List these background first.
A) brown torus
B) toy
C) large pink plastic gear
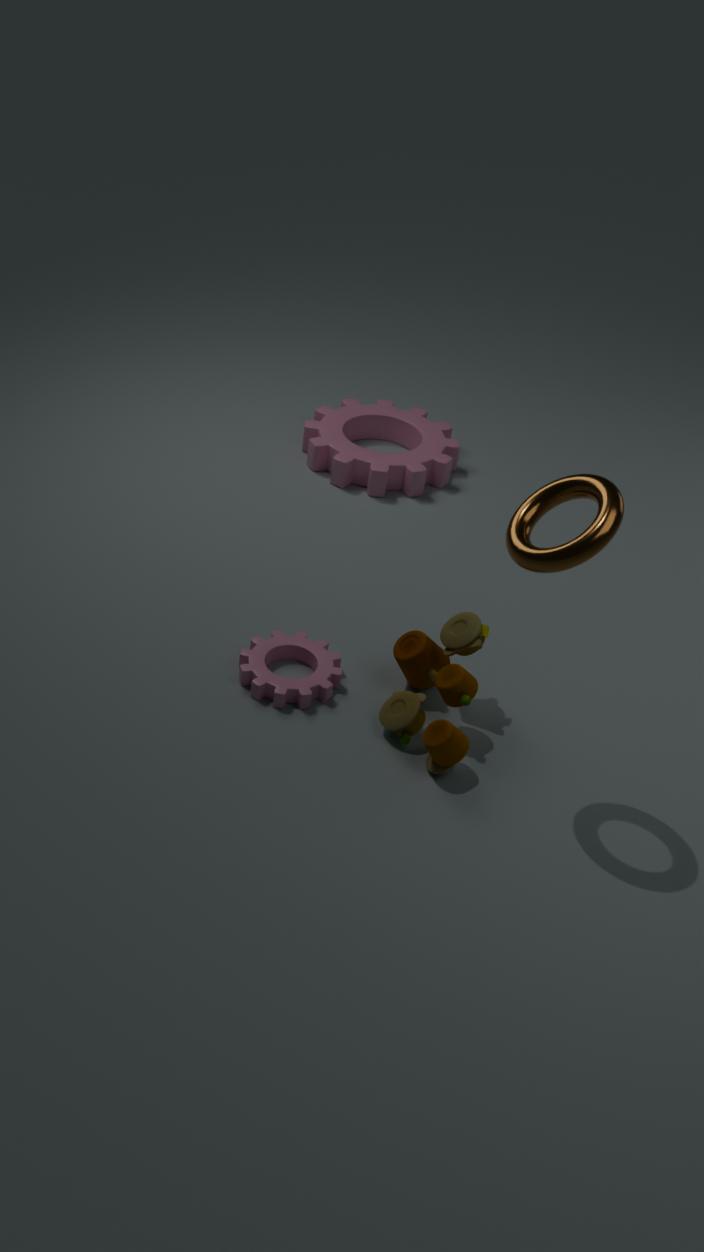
C. large pink plastic gear < B. toy < A. brown torus
